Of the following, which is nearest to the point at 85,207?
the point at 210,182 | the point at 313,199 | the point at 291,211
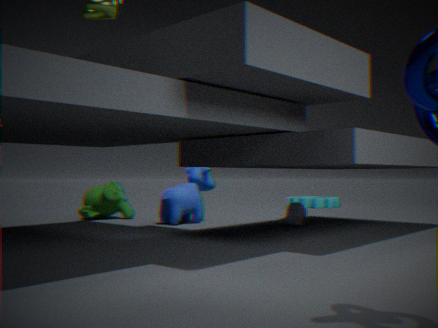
the point at 210,182
